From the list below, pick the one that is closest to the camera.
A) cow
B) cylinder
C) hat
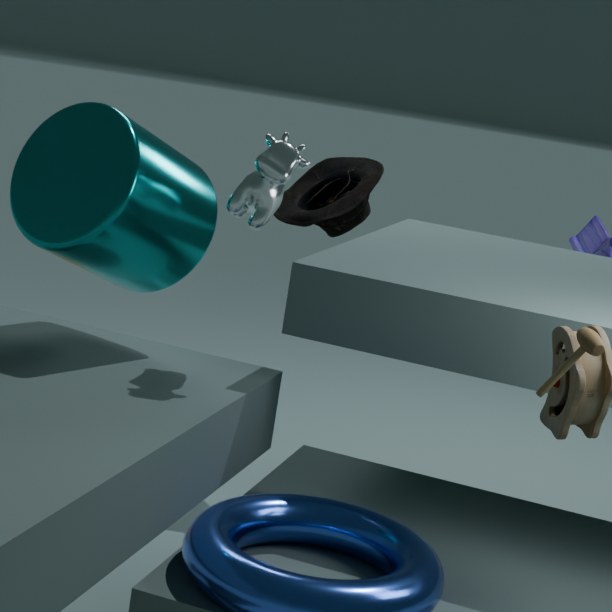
cow
